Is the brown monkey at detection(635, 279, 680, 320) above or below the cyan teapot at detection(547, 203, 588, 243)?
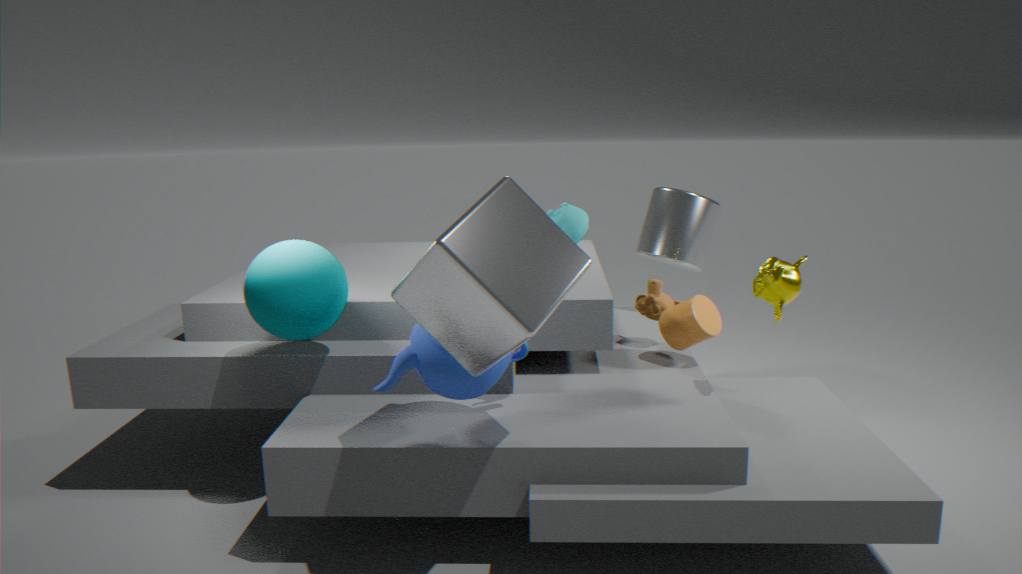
below
